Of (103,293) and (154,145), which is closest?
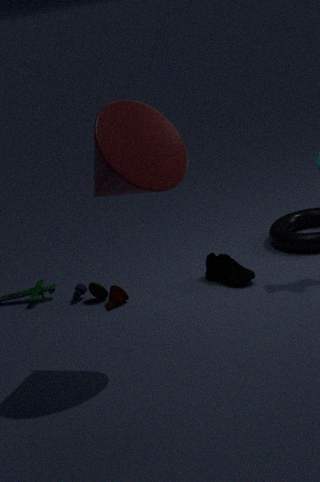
(154,145)
